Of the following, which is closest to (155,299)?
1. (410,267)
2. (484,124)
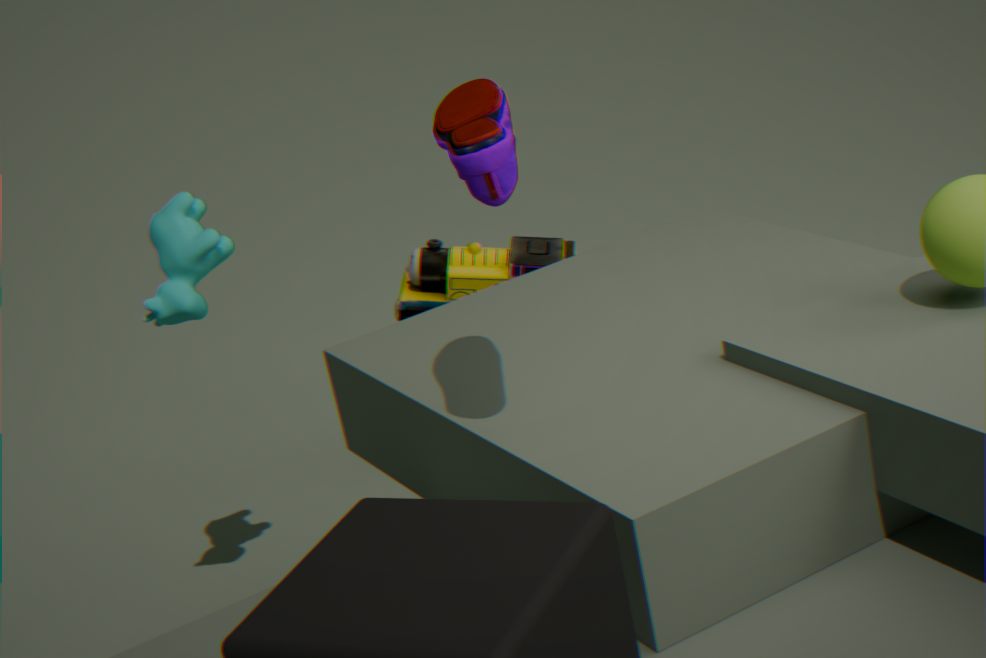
(410,267)
